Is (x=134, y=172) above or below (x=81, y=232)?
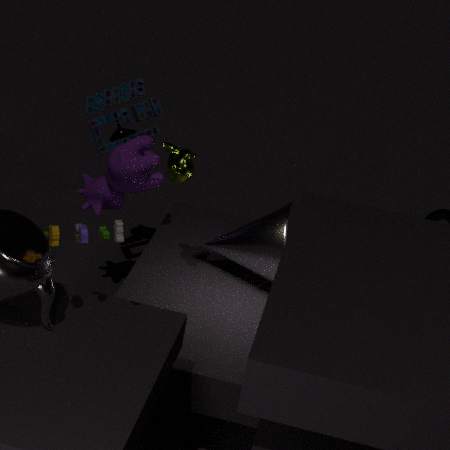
below
